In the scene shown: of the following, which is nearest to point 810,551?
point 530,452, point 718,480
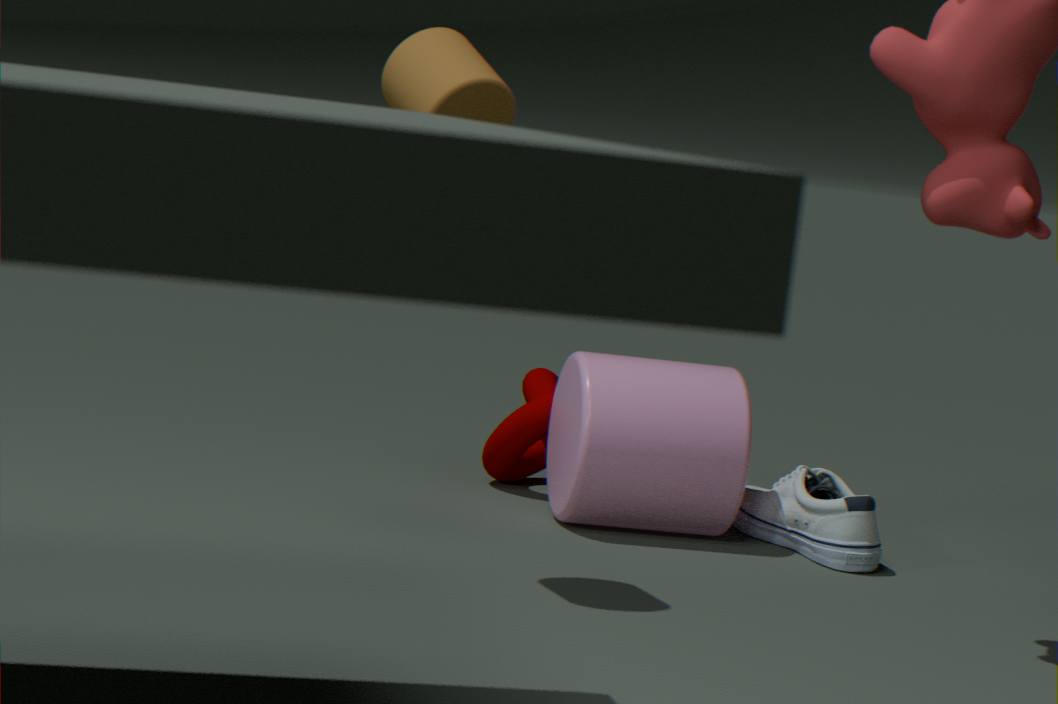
point 718,480
